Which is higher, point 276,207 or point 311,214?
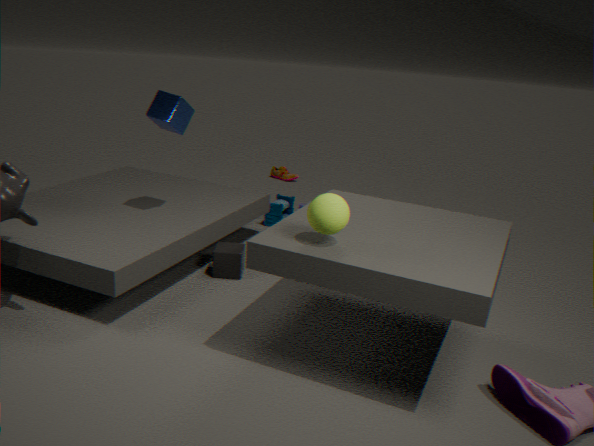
point 311,214
